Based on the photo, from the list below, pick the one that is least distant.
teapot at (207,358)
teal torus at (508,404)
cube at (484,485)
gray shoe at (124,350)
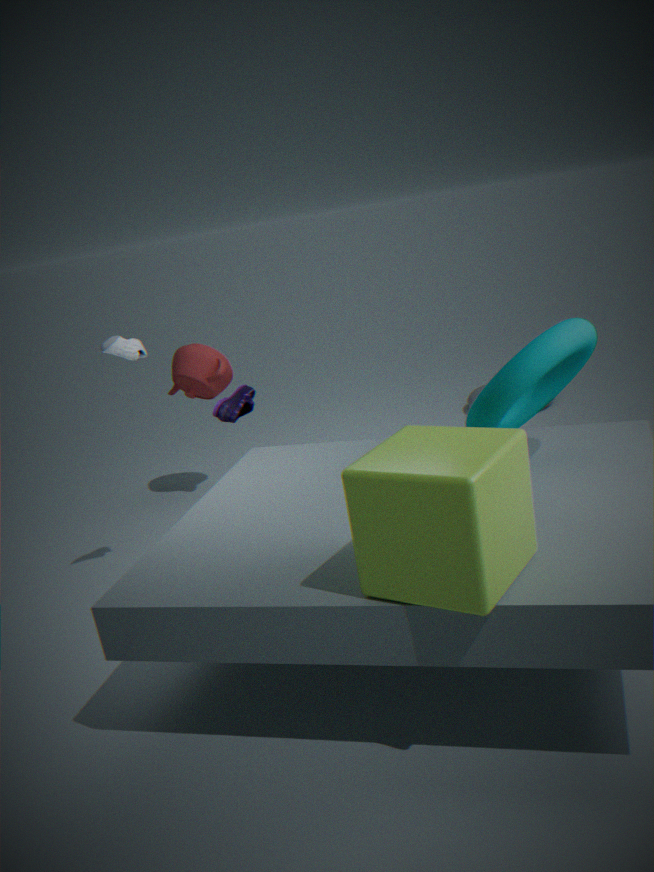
cube at (484,485)
